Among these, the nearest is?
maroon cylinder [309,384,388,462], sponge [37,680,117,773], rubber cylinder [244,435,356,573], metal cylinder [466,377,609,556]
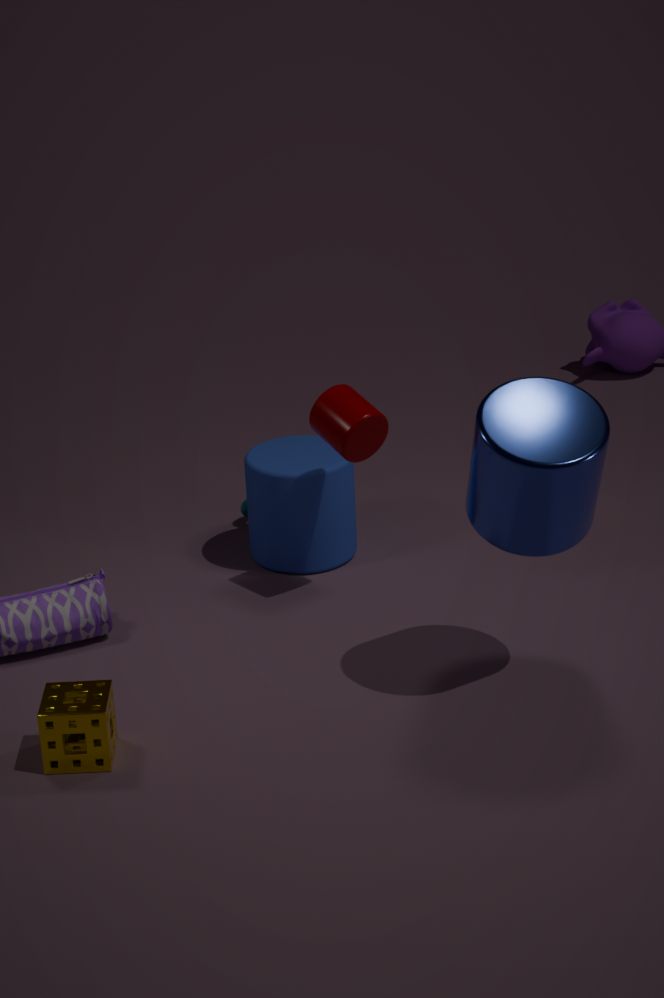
metal cylinder [466,377,609,556]
